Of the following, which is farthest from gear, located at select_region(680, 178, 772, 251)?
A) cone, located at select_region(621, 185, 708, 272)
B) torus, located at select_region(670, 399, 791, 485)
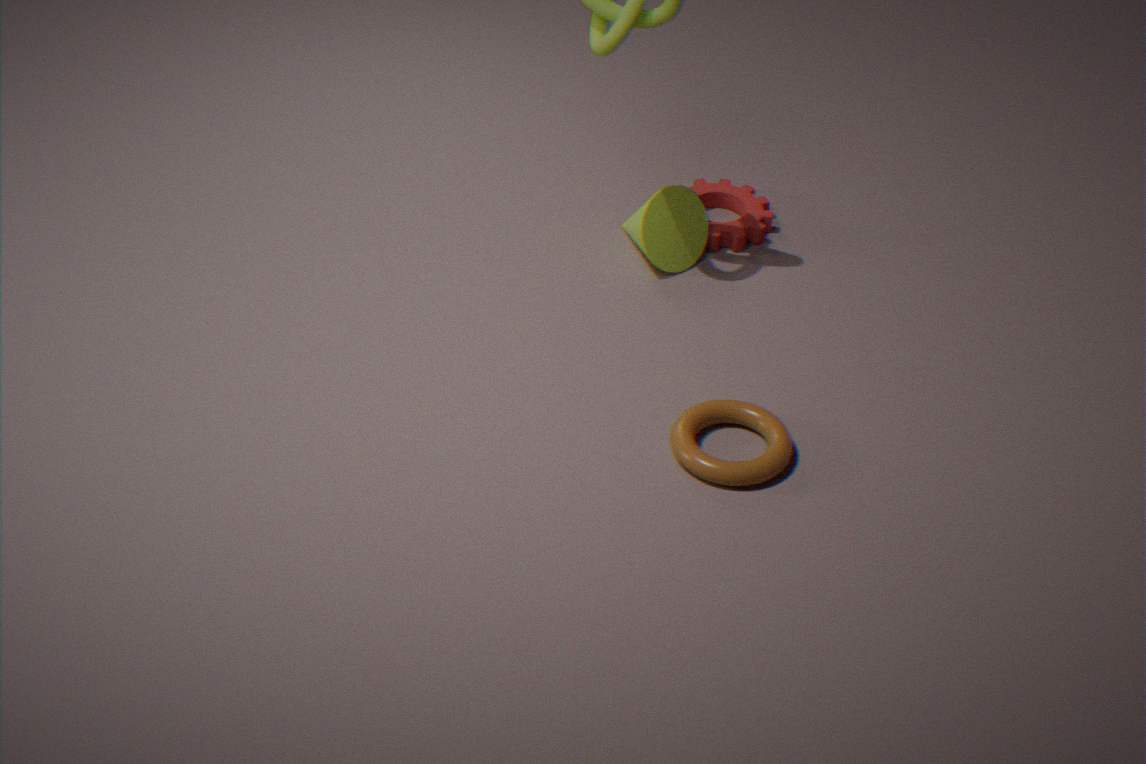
torus, located at select_region(670, 399, 791, 485)
